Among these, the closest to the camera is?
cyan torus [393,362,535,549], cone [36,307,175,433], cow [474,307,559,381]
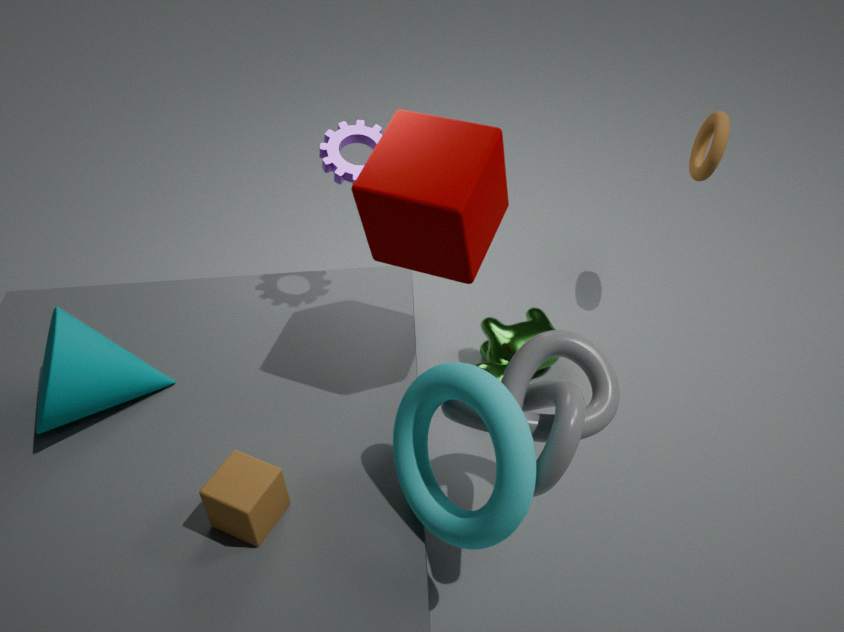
cyan torus [393,362,535,549]
